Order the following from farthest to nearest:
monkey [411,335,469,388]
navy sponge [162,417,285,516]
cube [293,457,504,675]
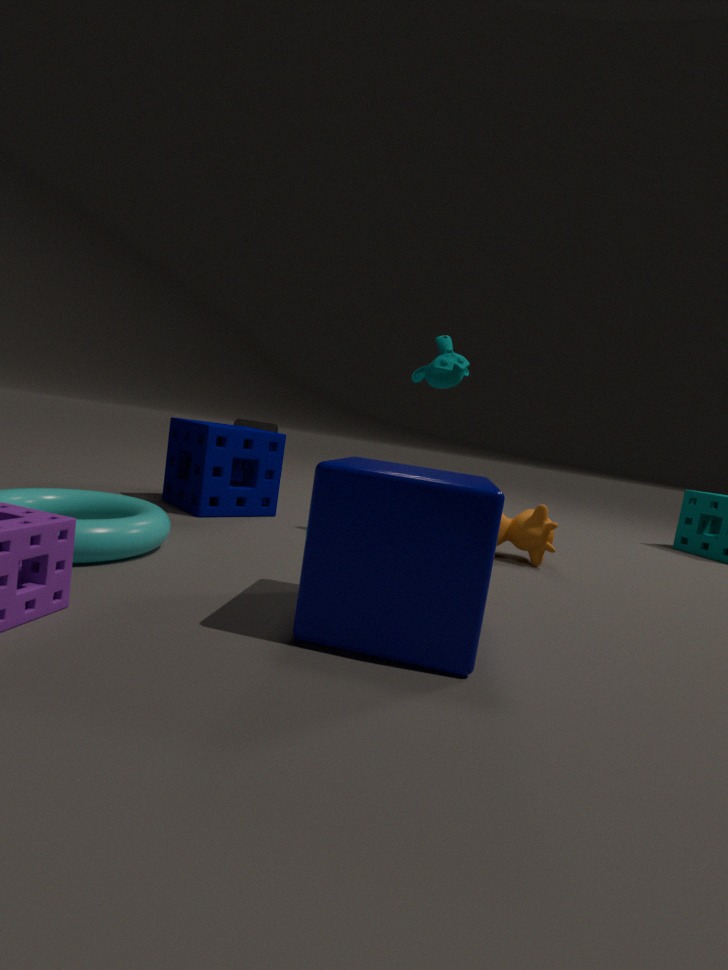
navy sponge [162,417,285,516] < monkey [411,335,469,388] < cube [293,457,504,675]
